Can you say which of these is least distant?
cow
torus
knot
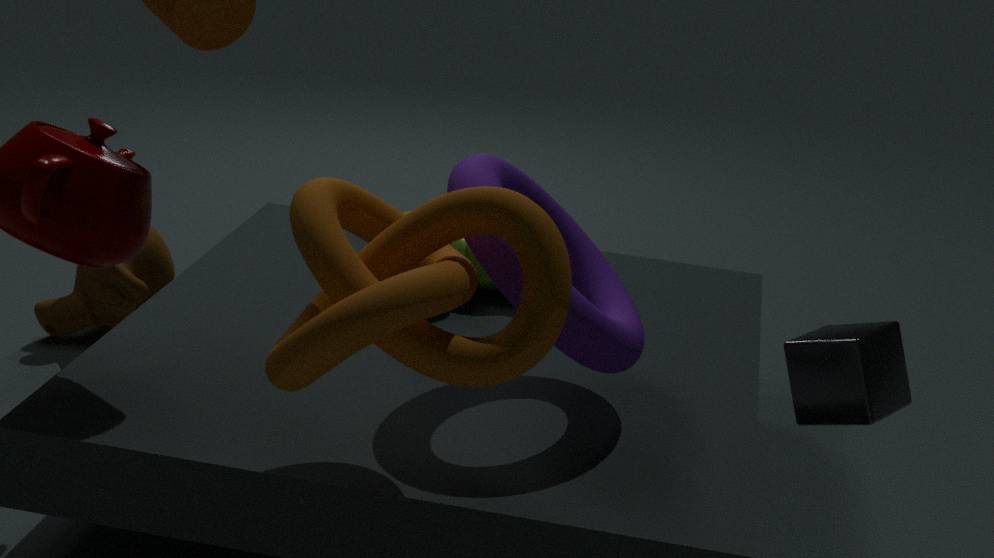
knot
